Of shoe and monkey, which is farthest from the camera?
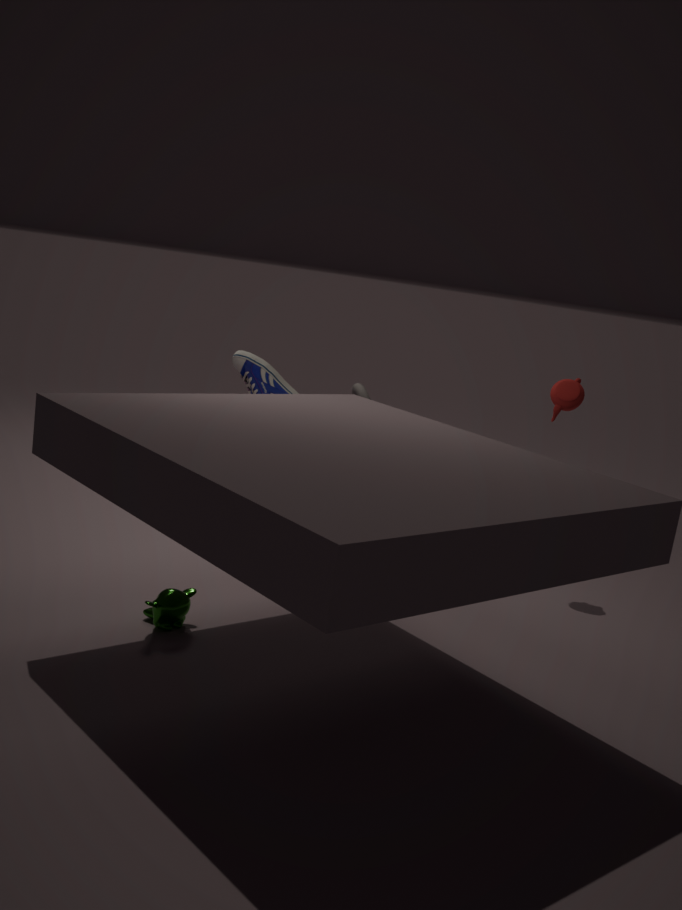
shoe
